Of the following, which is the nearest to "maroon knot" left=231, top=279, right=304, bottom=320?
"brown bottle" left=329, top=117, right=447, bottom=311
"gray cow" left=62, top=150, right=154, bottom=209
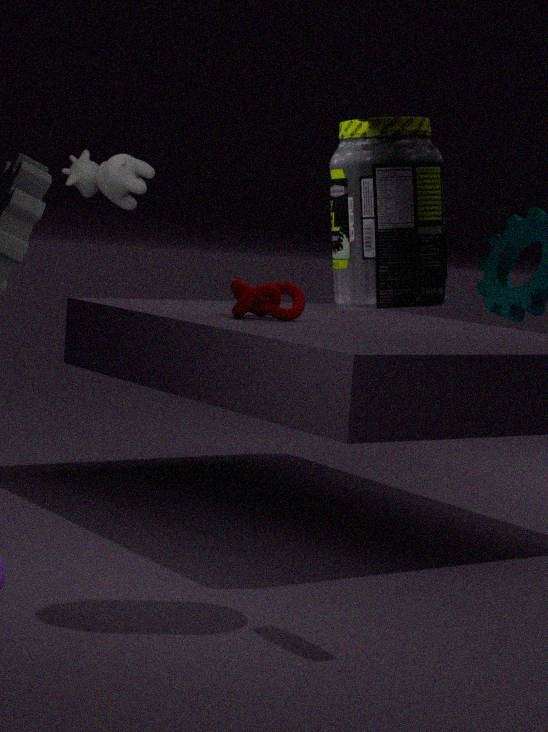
"gray cow" left=62, top=150, right=154, bottom=209
